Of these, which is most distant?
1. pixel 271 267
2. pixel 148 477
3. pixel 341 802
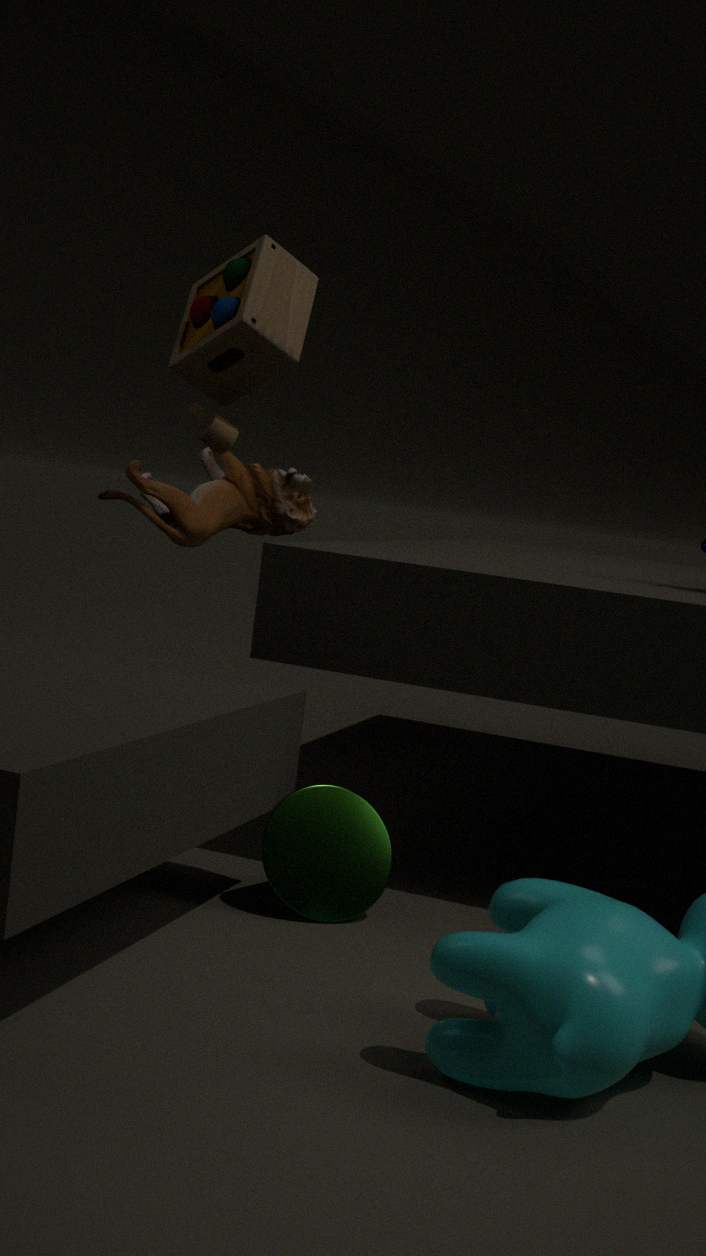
pixel 148 477
